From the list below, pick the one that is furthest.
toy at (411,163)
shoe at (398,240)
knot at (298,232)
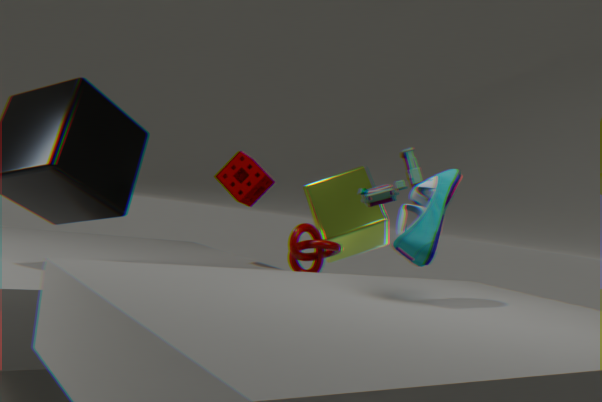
knot at (298,232)
